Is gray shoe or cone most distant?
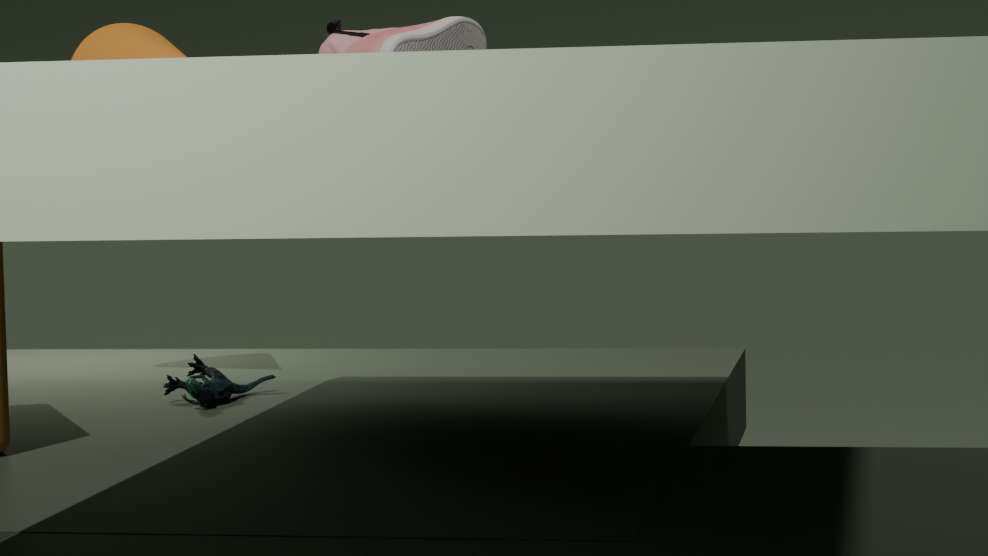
cone
